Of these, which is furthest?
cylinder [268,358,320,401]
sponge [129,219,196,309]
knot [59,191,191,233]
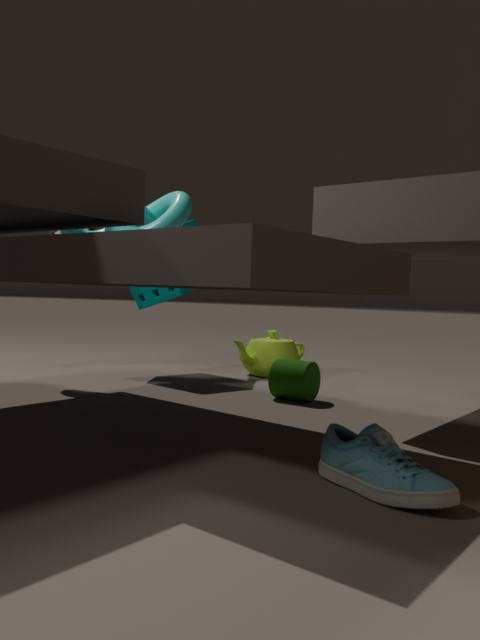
sponge [129,219,196,309]
